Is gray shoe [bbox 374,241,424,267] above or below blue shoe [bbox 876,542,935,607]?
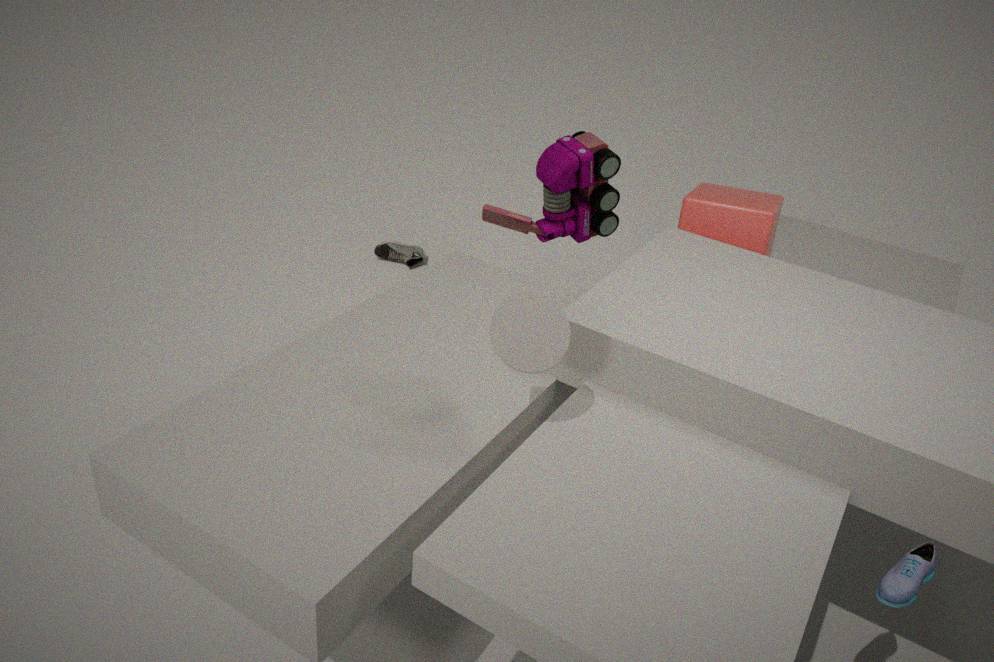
below
